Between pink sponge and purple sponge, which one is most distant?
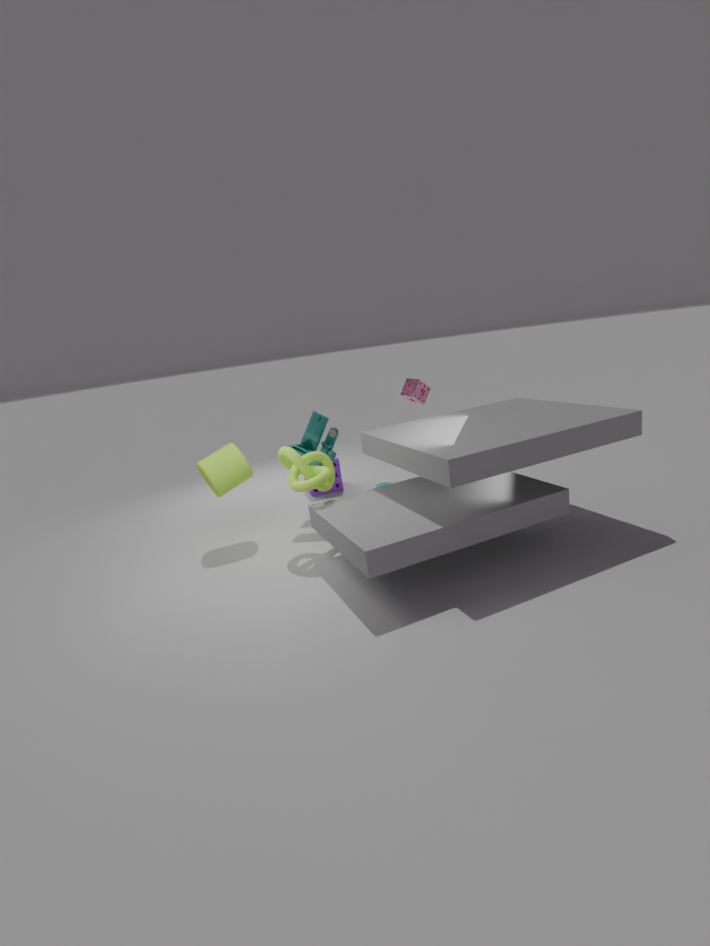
purple sponge
